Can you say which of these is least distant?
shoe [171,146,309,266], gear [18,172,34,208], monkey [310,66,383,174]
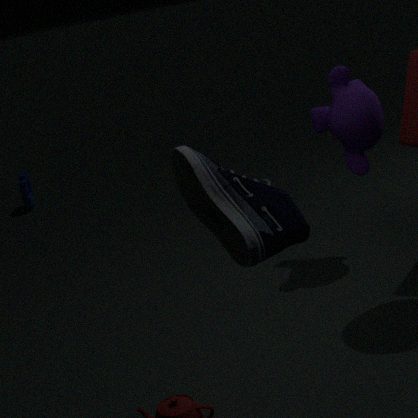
shoe [171,146,309,266]
